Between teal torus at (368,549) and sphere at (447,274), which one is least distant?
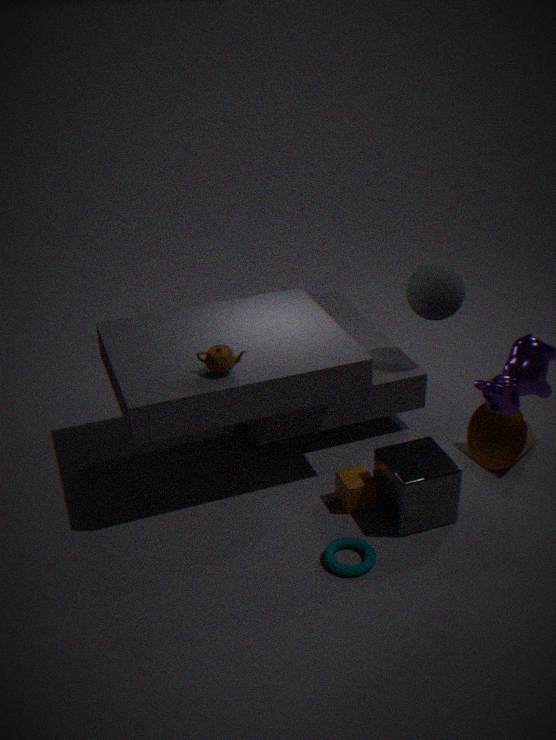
teal torus at (368,549)
